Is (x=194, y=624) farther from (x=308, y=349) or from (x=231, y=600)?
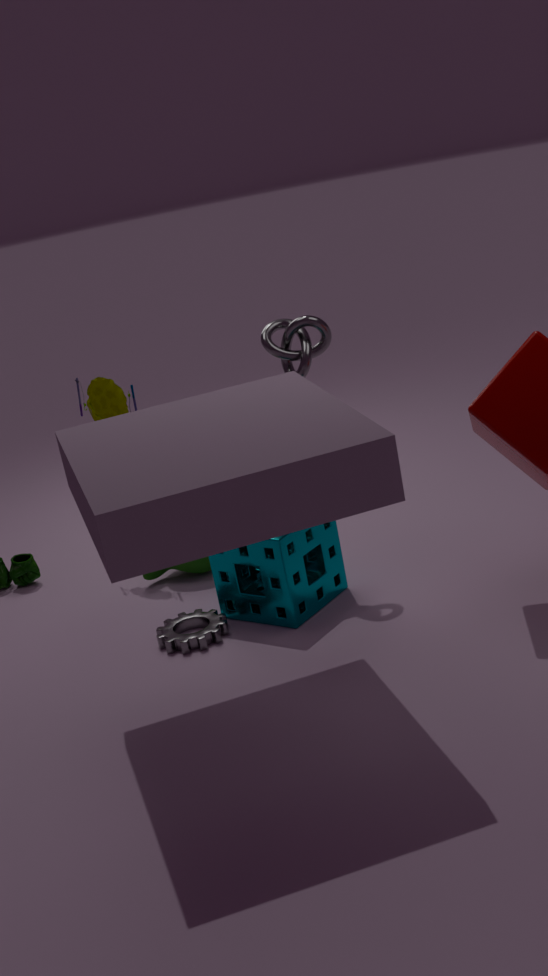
(x=308, y=349)
